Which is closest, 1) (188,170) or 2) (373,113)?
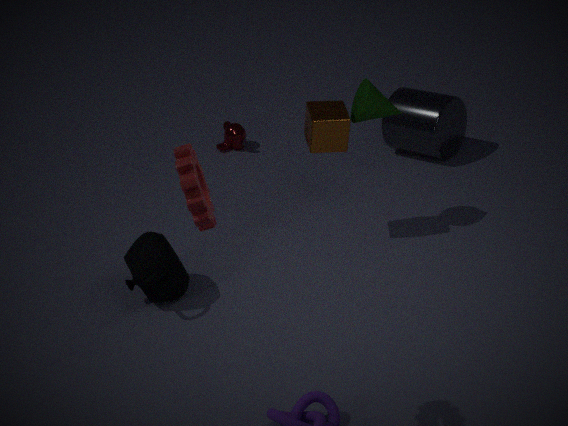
1. (188,170)
